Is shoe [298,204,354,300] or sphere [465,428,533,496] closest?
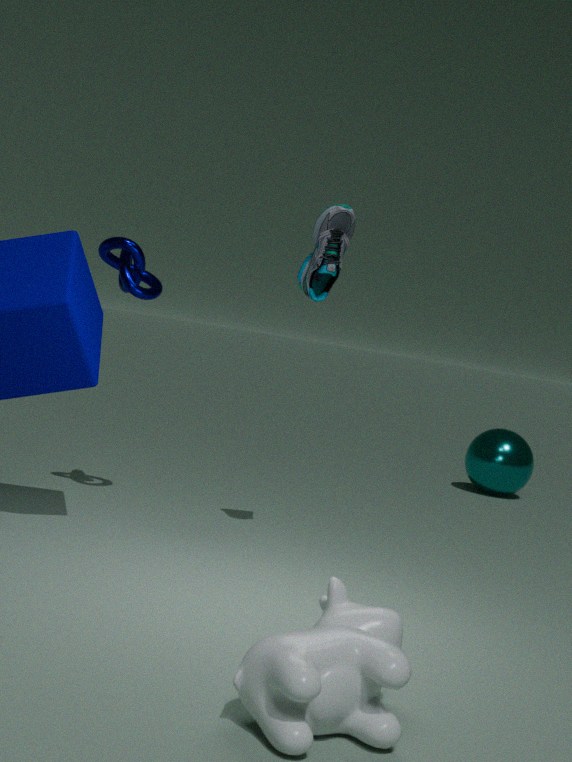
shoe [298,204,354,300]
